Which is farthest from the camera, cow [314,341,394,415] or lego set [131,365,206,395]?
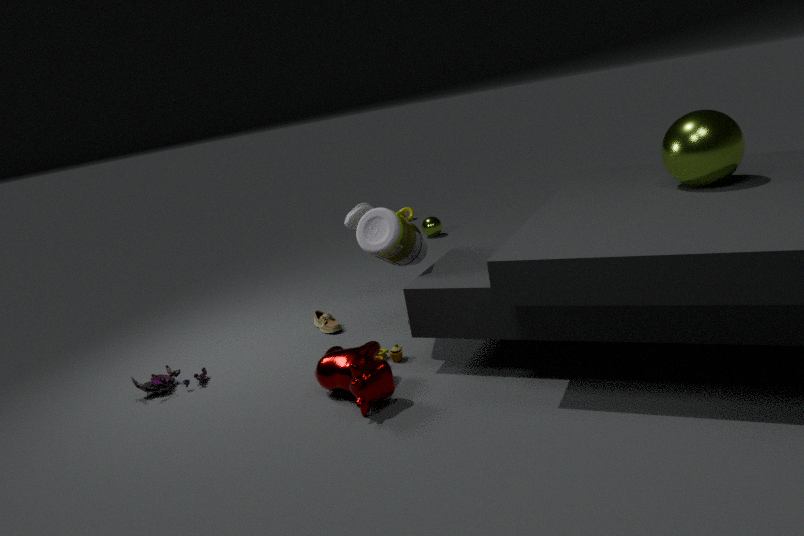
lego set [131,365,206,395]
